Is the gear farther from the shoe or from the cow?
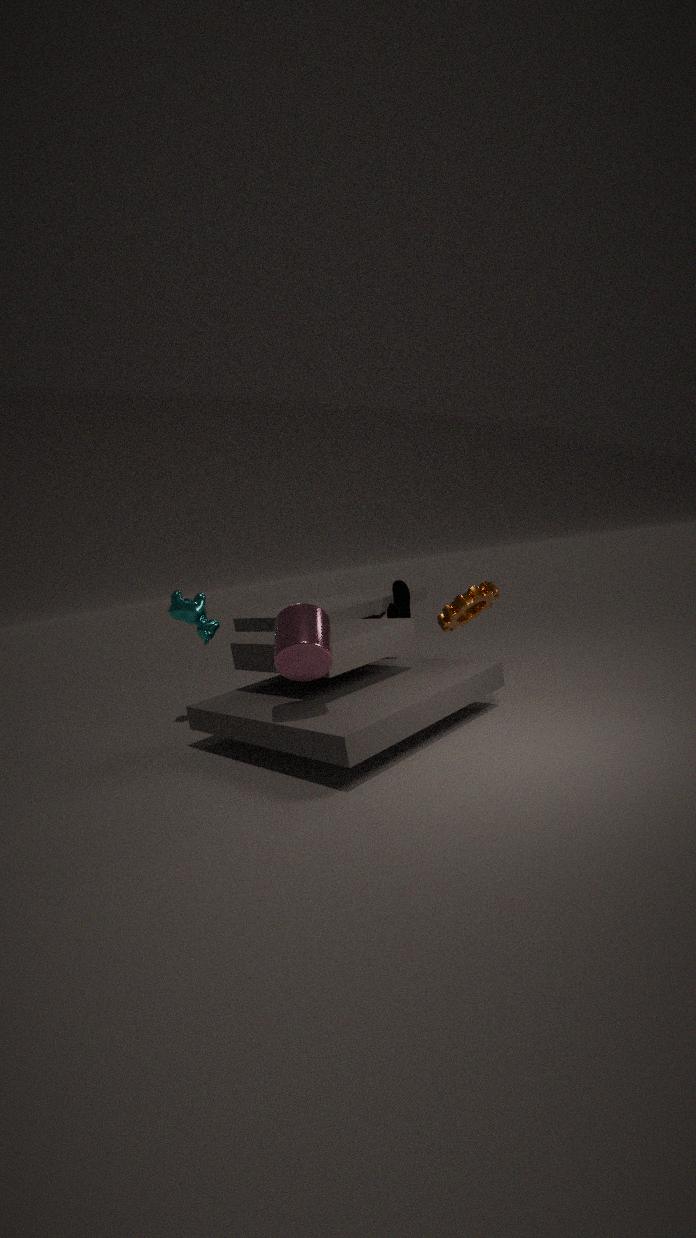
the cow
